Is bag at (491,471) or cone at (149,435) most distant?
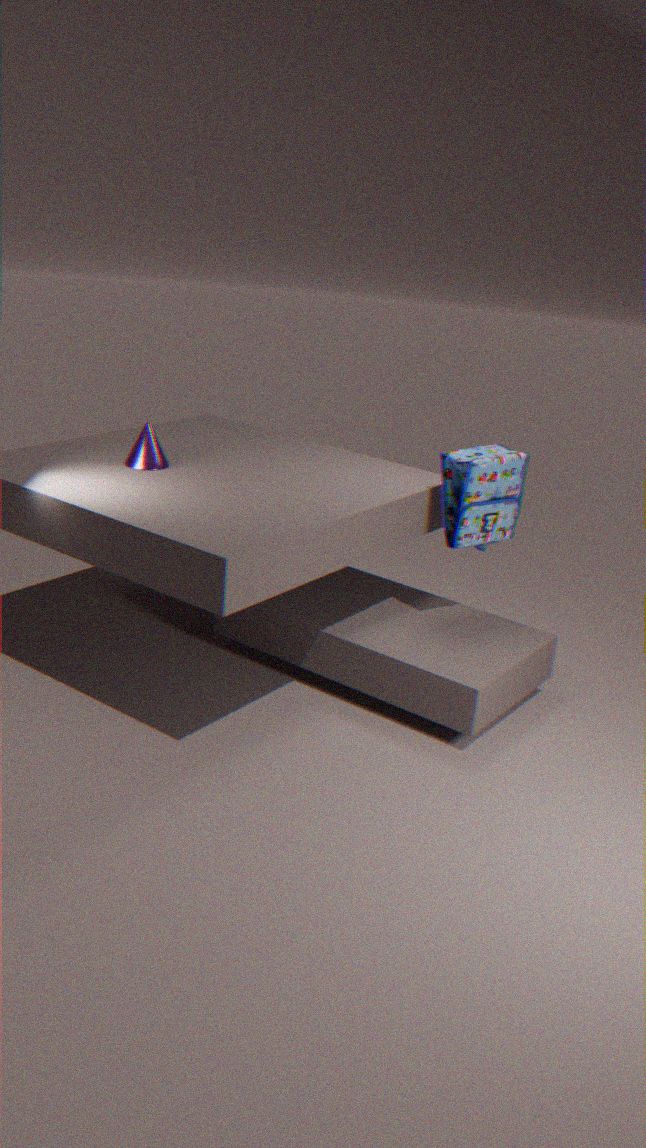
cone at (149,435)
